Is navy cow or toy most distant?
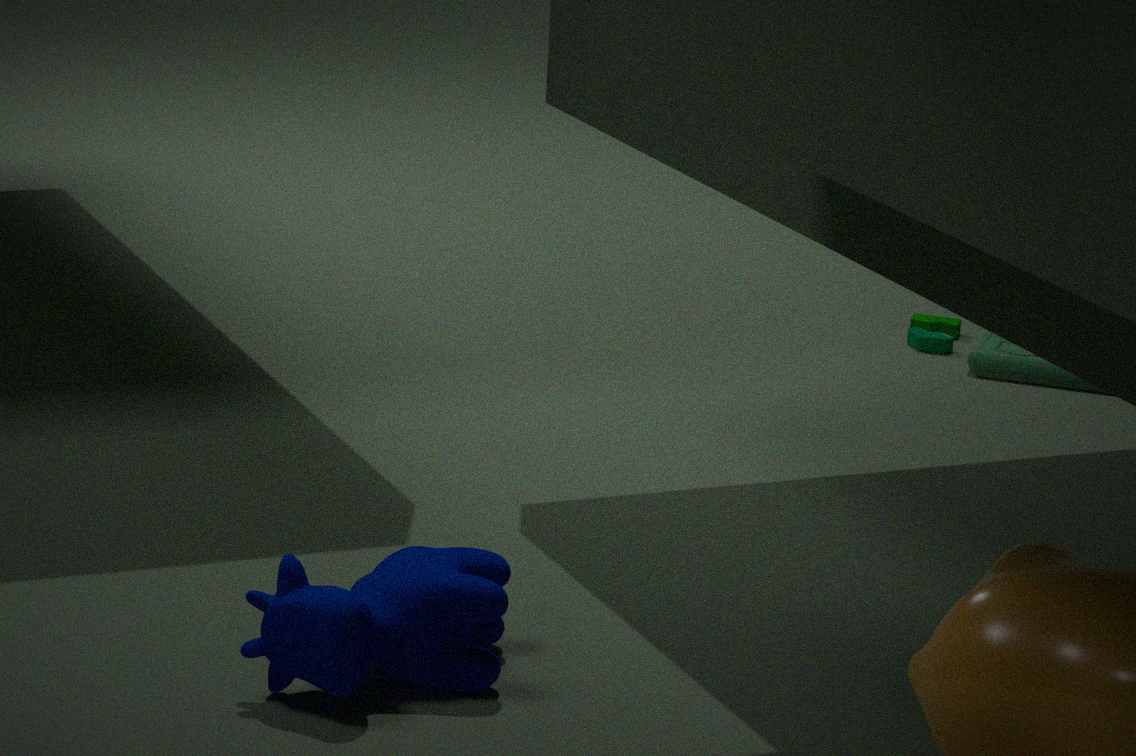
toy
